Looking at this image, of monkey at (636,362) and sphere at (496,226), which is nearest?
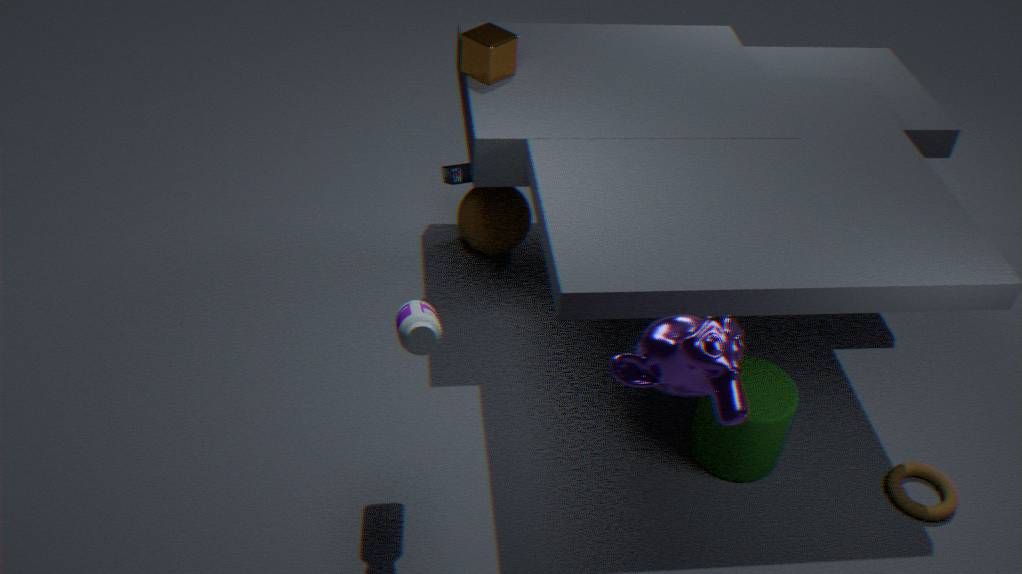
monkey at (636,362)
